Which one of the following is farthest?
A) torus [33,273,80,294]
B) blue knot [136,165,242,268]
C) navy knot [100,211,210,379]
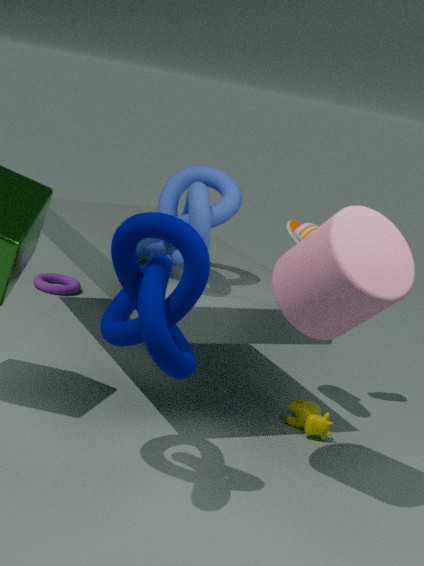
torus [33,273,80,294]
